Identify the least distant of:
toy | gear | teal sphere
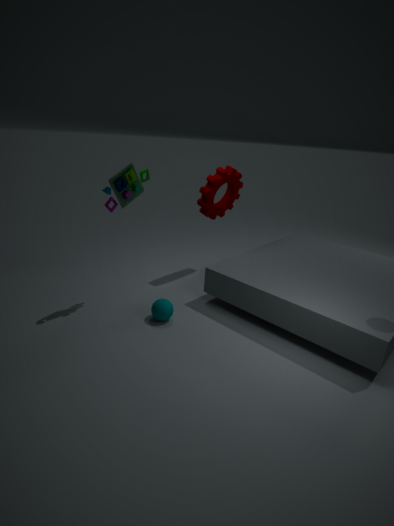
toy
